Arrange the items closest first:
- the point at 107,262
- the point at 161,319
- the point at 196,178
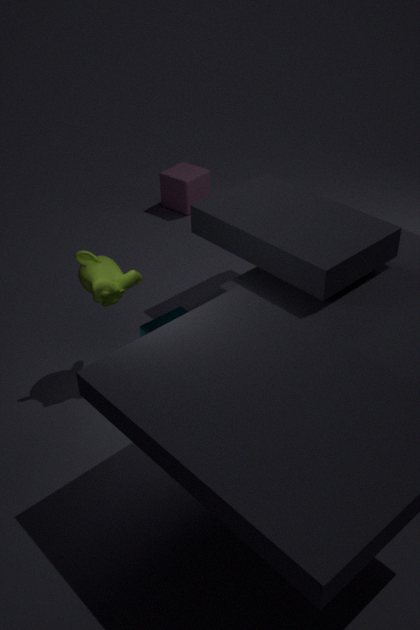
the point at 107,262, the point at 161,319, the point at 196,178
